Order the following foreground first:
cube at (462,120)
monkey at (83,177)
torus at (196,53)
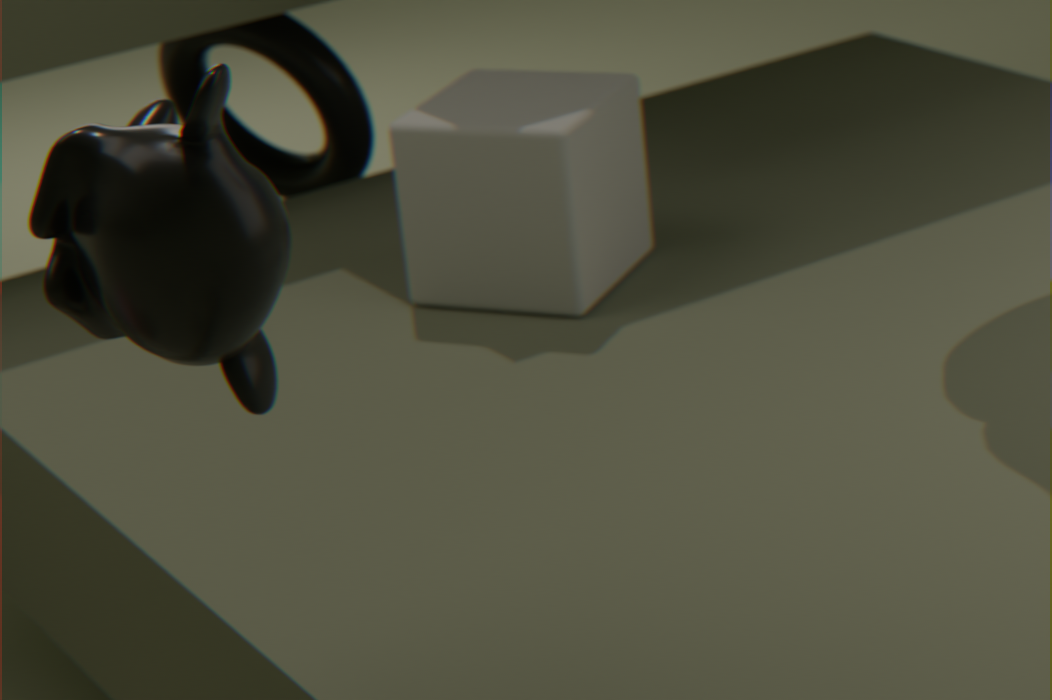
1. monkey at (83,177)
2. cube at (462,120)
3. torus at (196,53)
